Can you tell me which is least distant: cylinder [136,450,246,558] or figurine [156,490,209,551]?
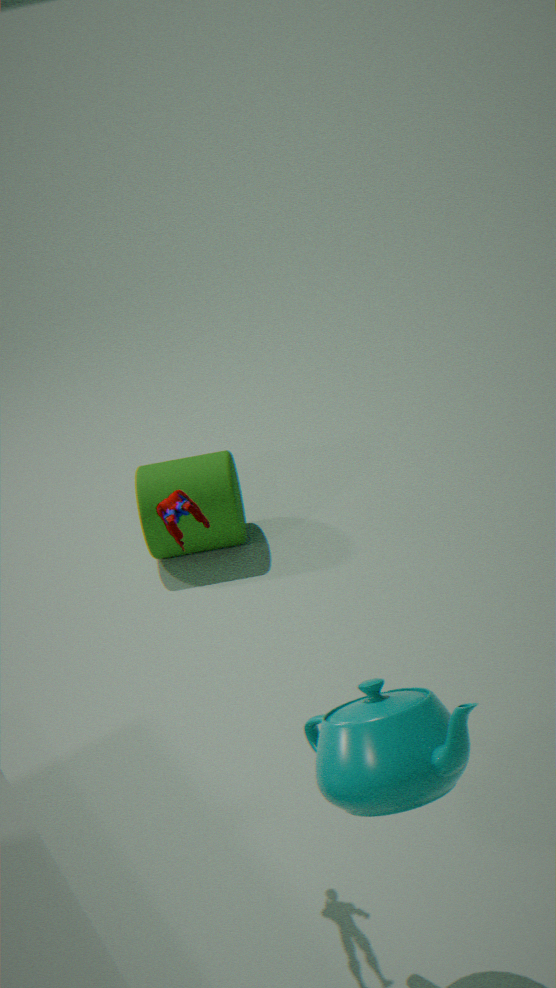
figurine [156,490,209,551]
